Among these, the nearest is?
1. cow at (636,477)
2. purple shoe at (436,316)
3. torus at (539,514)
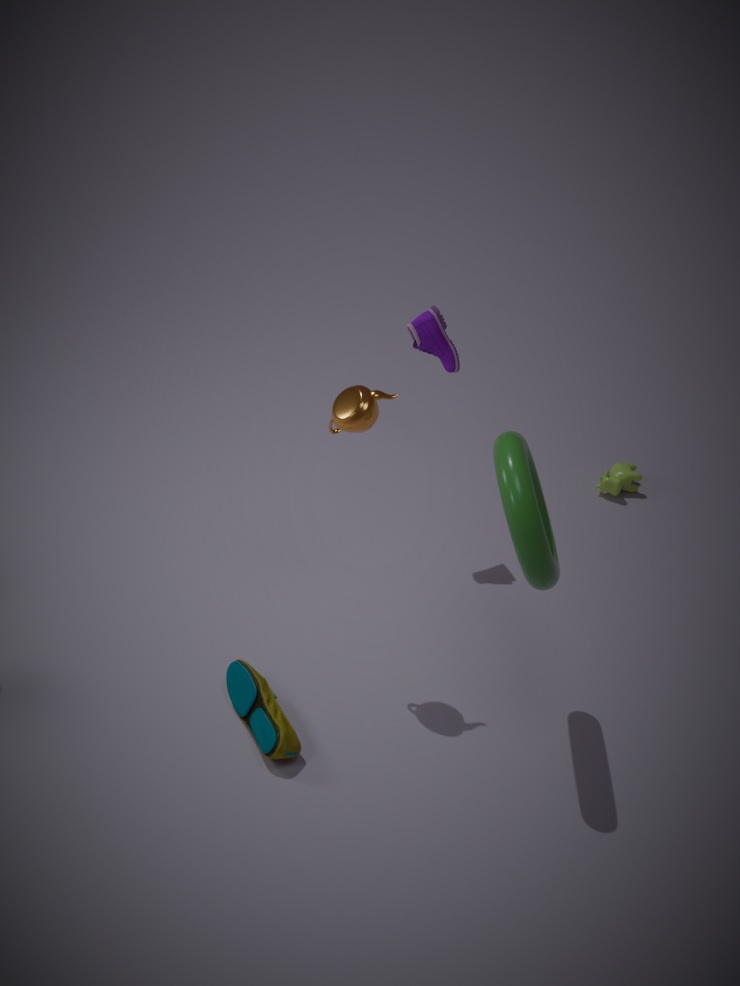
torus at (539,514)
